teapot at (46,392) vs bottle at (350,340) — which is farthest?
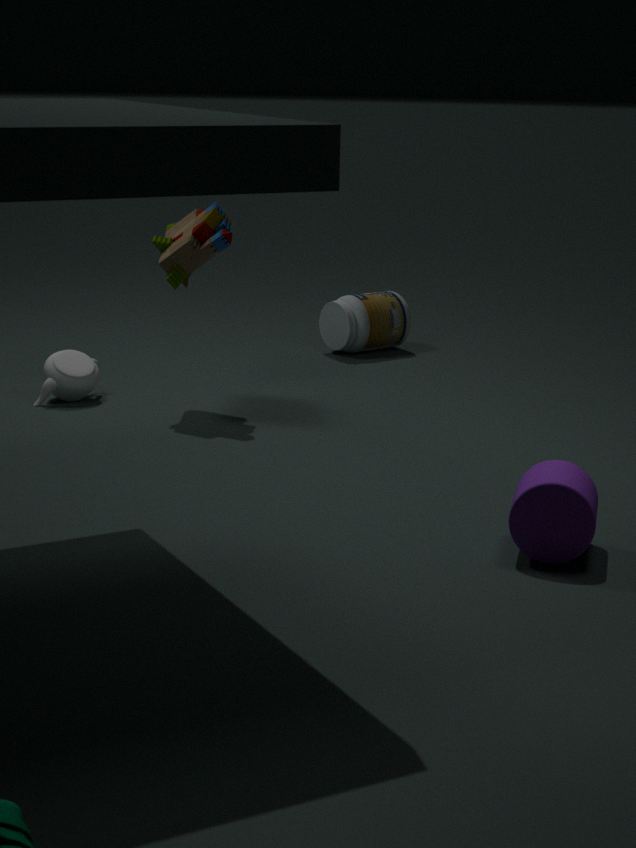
bottle at (350,340)
